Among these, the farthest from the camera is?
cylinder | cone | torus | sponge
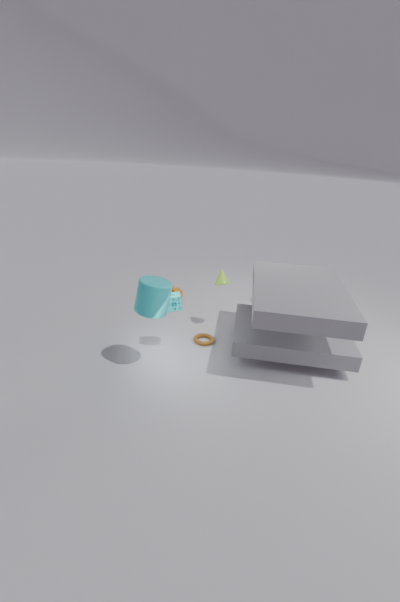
cone
